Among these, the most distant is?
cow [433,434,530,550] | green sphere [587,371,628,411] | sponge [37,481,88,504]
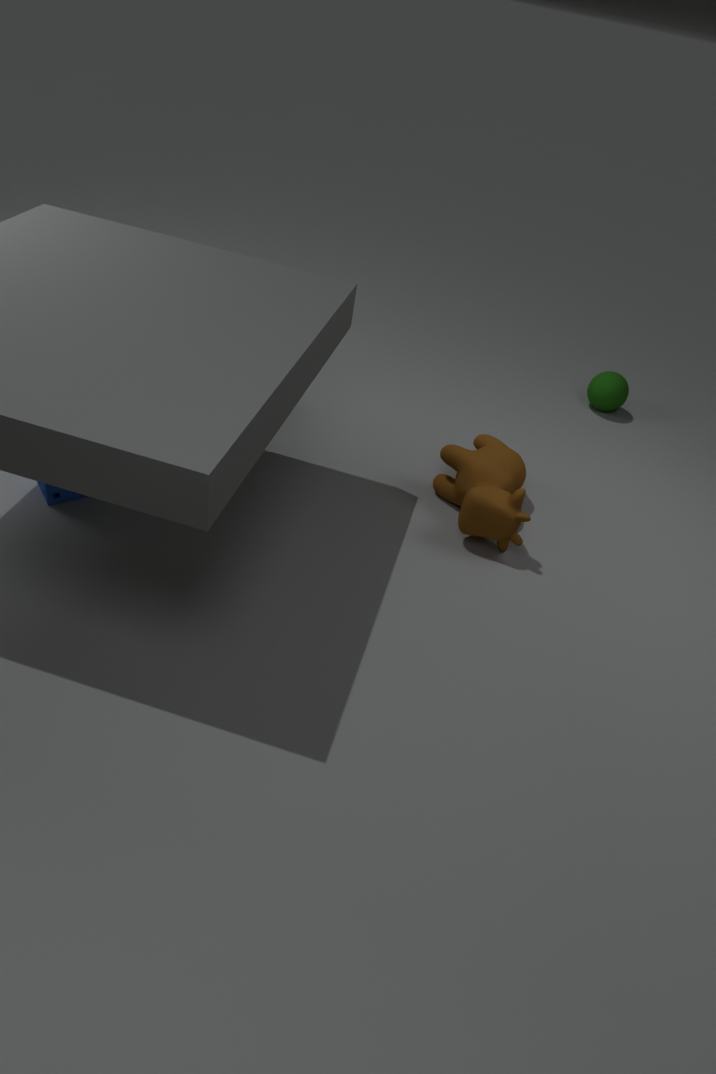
green sphere [587,371,628,411]
